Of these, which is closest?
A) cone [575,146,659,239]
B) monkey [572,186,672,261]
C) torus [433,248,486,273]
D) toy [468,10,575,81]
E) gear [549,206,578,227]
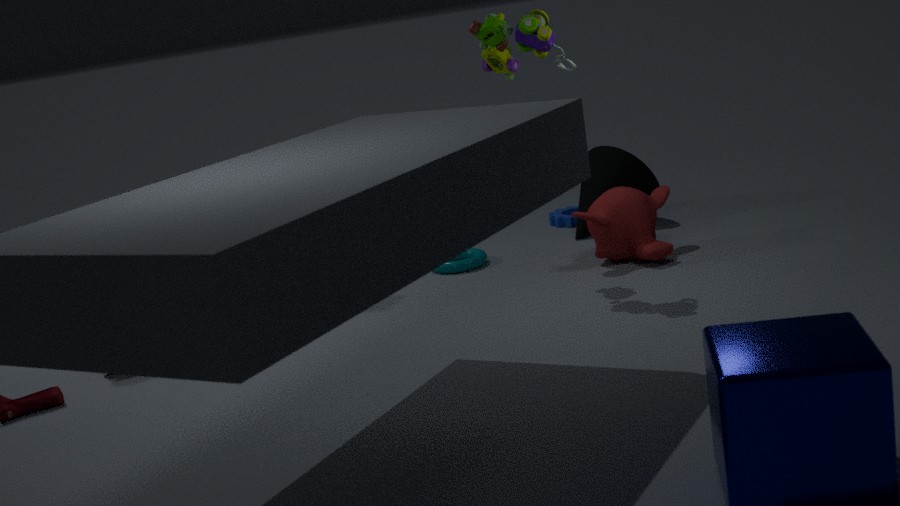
toy [468,10,575,81]
